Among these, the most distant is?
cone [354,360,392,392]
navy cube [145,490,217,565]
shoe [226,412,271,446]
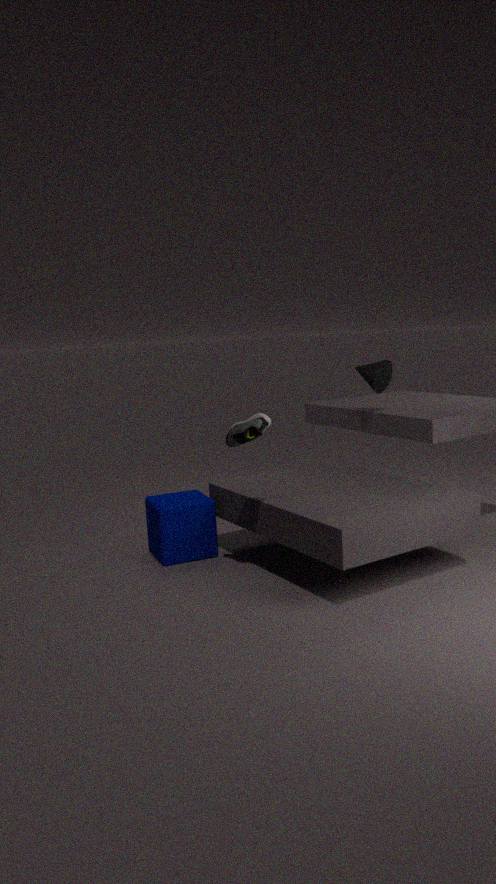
cone [354,360,392,392]
